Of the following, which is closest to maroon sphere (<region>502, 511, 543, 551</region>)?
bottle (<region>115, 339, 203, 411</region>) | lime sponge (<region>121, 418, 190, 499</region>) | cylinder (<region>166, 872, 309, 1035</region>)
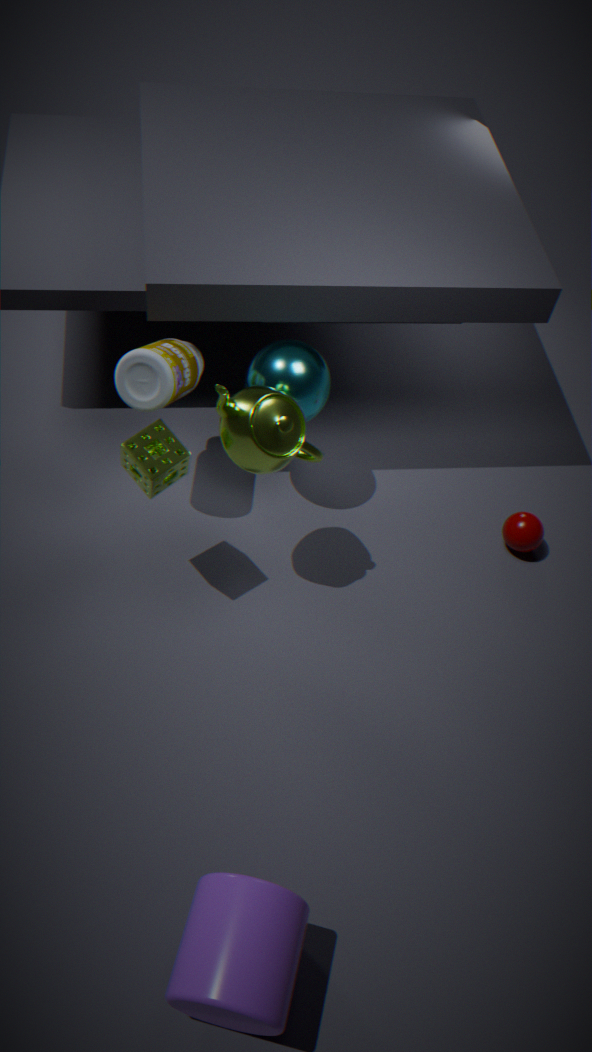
lime sponge (<region>121, 418, 190, 499</region>)
